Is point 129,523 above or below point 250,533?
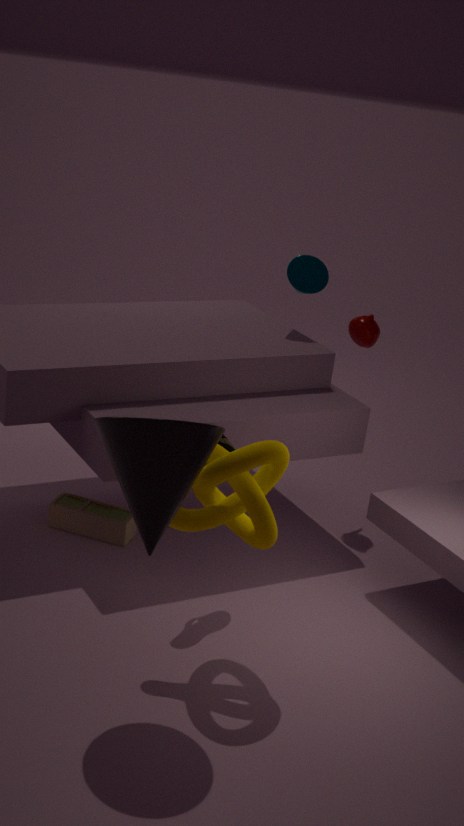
below
